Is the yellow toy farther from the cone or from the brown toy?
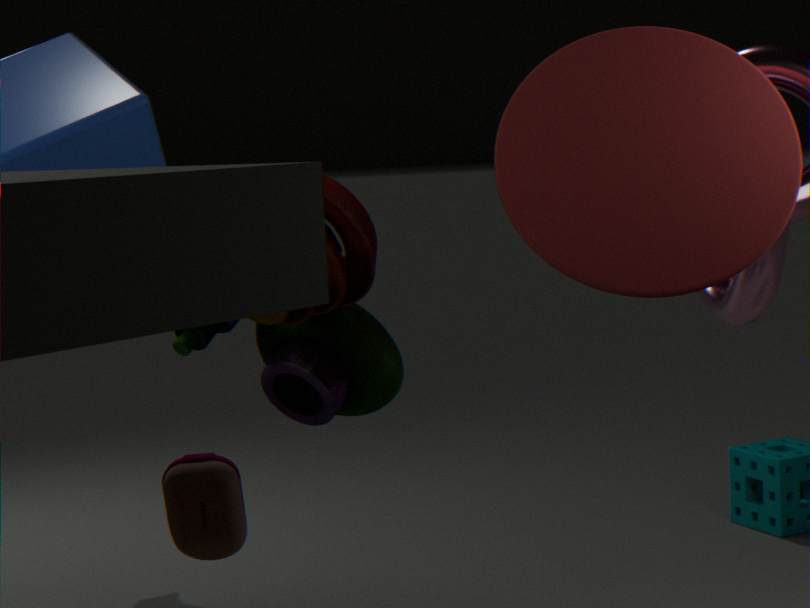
the cone
